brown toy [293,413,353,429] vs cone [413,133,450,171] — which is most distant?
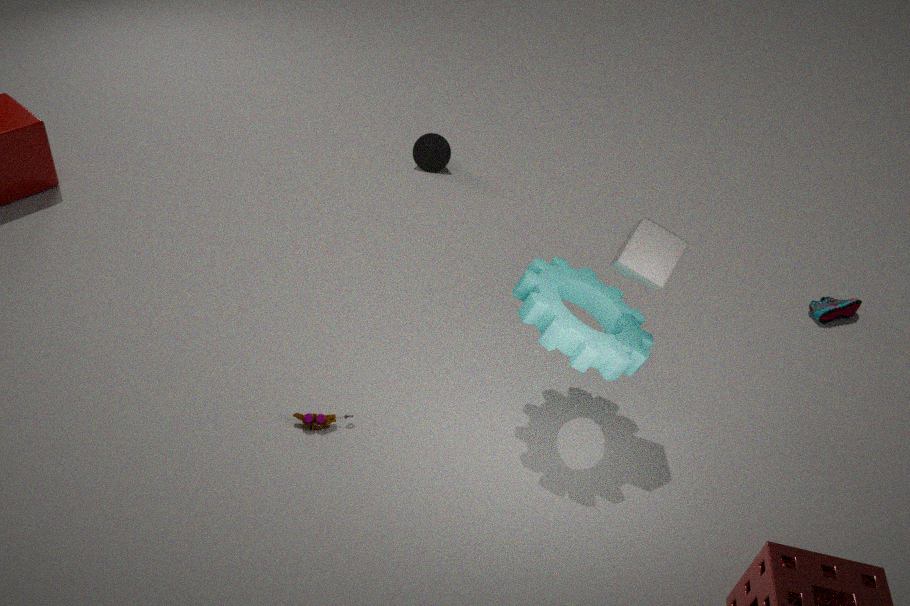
cone [413,133,450,171]
